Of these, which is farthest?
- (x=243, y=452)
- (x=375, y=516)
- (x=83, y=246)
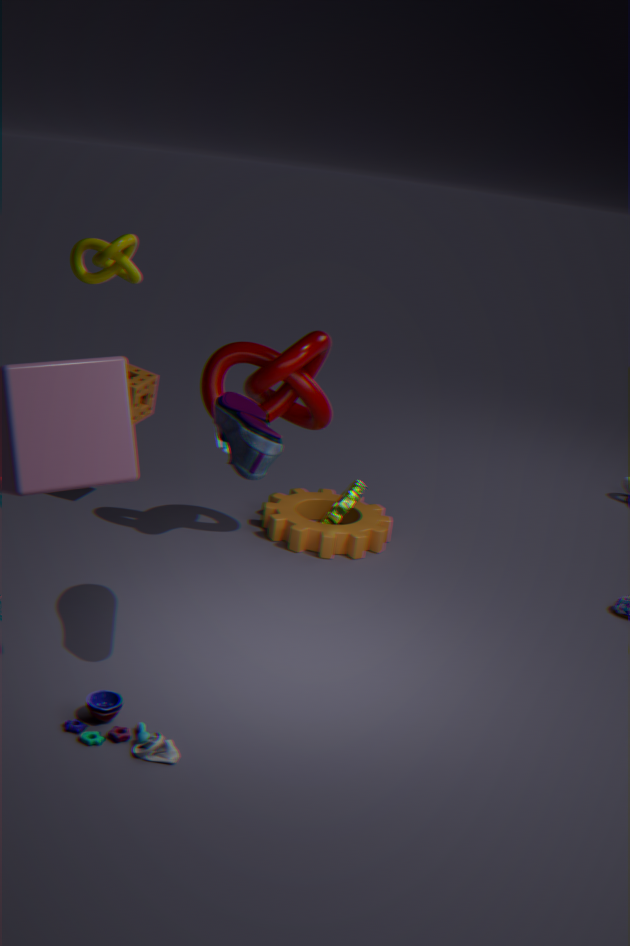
(x=375, y=516)
